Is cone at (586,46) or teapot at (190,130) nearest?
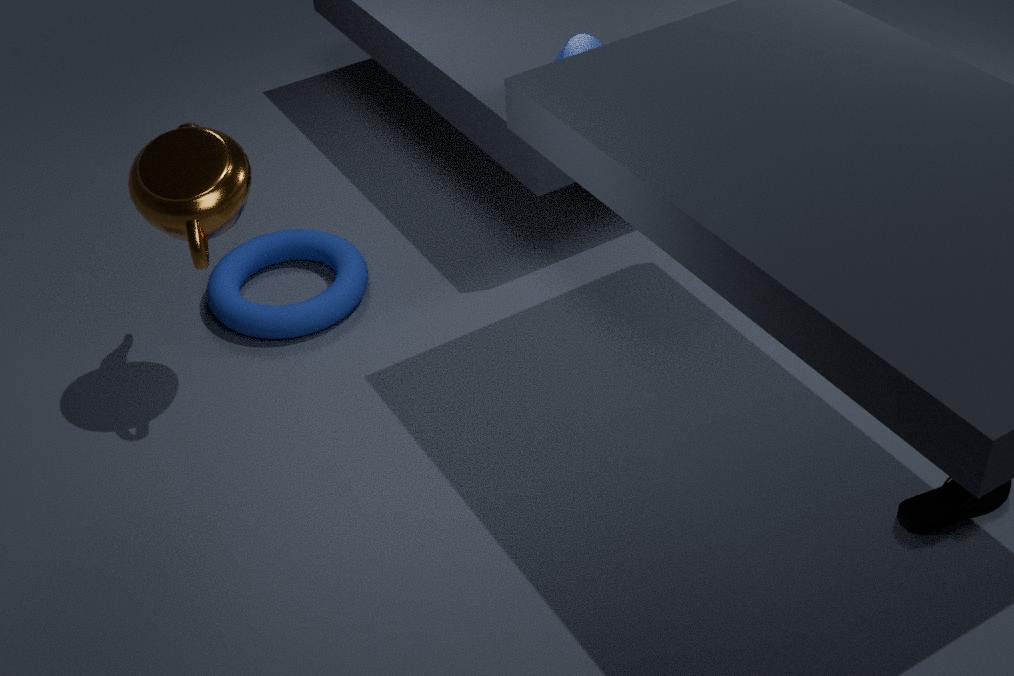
teapot at (190,130)
